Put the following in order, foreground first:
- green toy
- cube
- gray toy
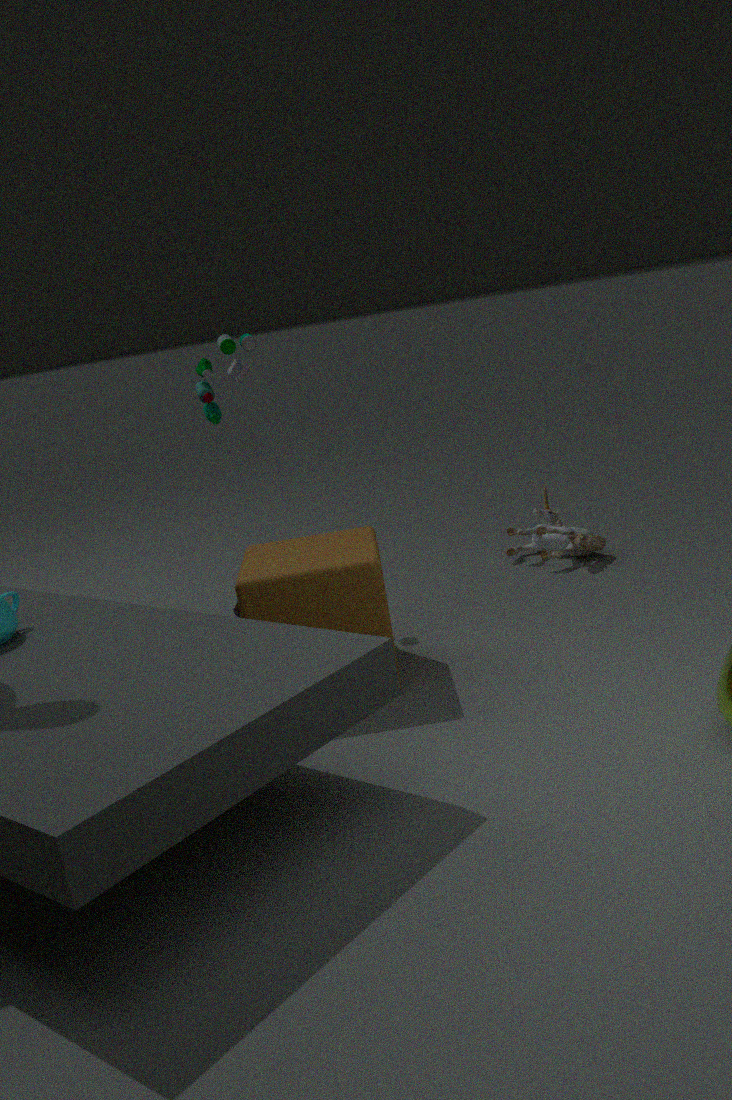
cube, green toy, gray toy
